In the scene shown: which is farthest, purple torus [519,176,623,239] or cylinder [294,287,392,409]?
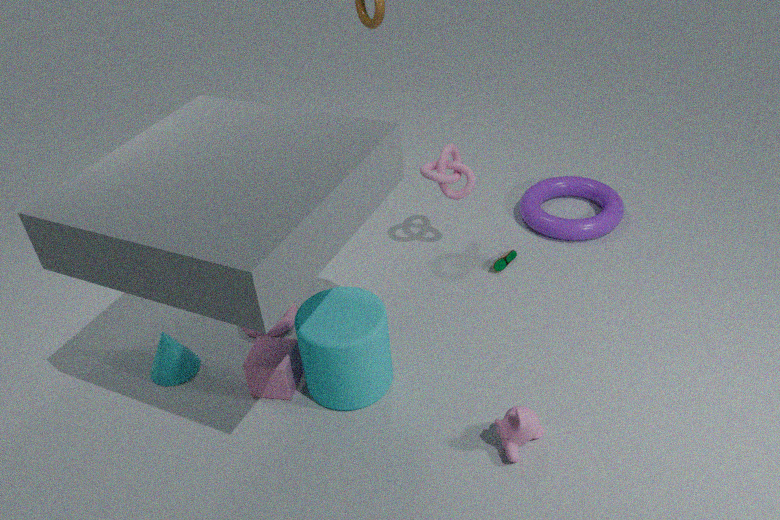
purple torus [519,176,623,239]
